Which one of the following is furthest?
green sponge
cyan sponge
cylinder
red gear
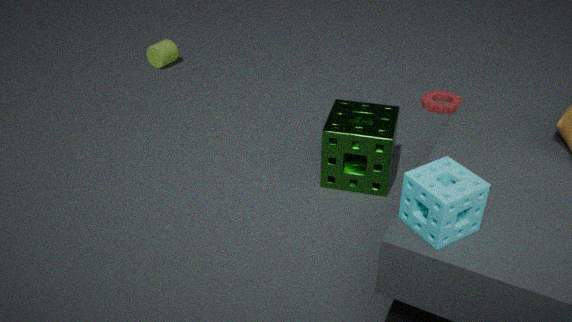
cylinder
